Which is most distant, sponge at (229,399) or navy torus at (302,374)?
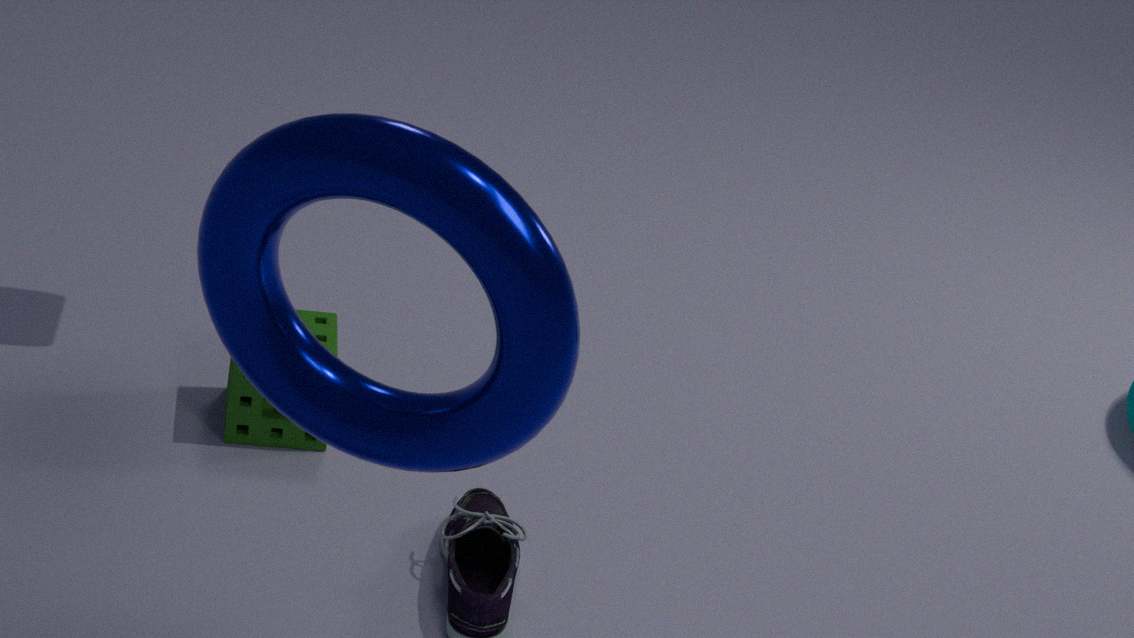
sponge at (229,399)
